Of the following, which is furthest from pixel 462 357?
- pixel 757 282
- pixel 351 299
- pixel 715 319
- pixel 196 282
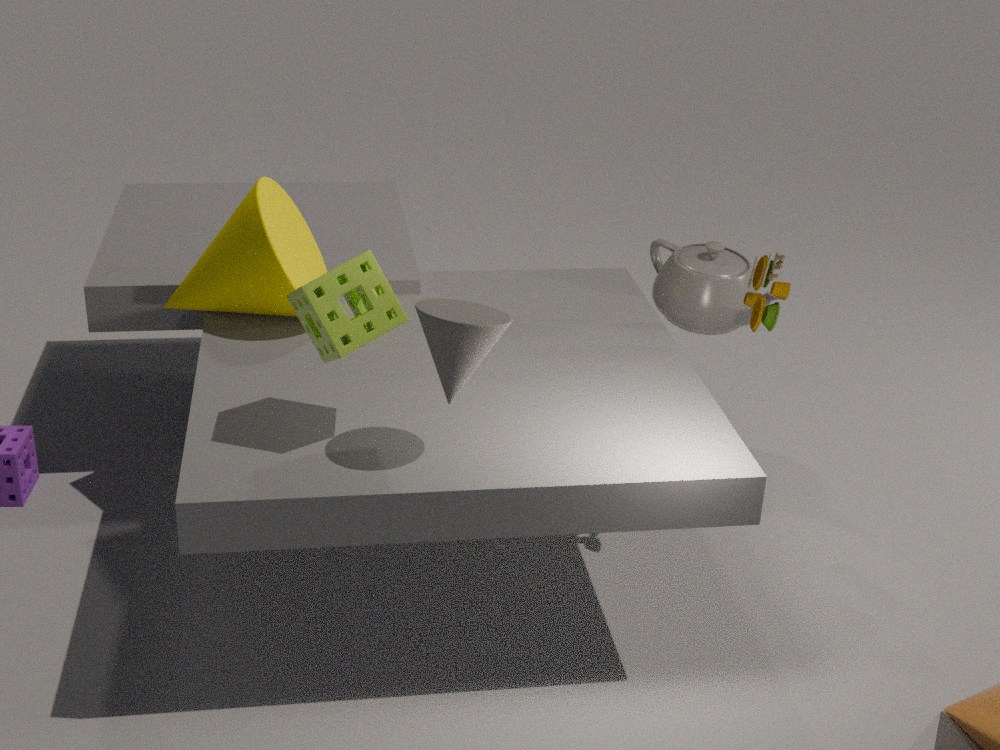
pixel 715 319
